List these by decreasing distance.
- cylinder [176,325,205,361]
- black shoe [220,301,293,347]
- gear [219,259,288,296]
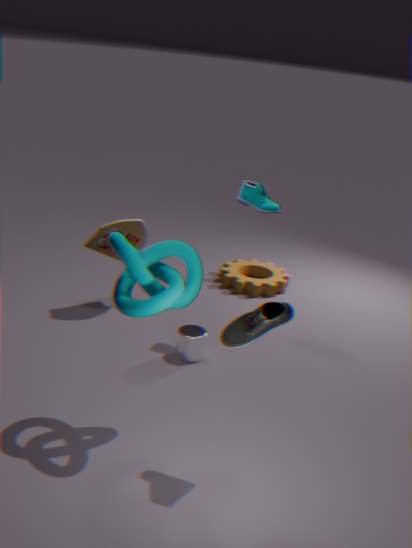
1. gear [219,259,288,296]
2. cylinder [176,325,205,361]
3. black shoe [220,301,293,347]
